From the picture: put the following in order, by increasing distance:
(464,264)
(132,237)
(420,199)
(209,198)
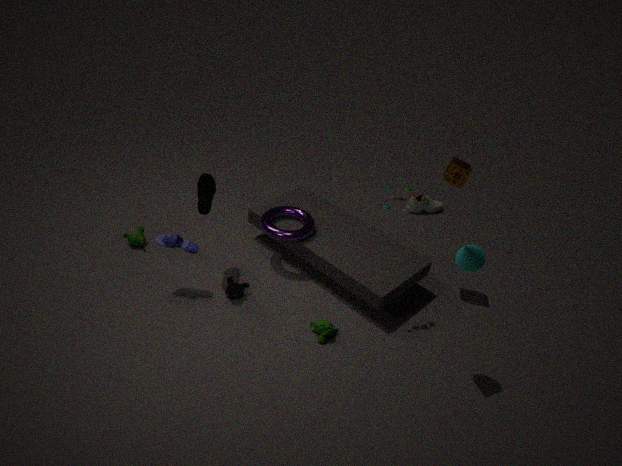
(464,264) → (209,198) → (132,237) → (420,199)
